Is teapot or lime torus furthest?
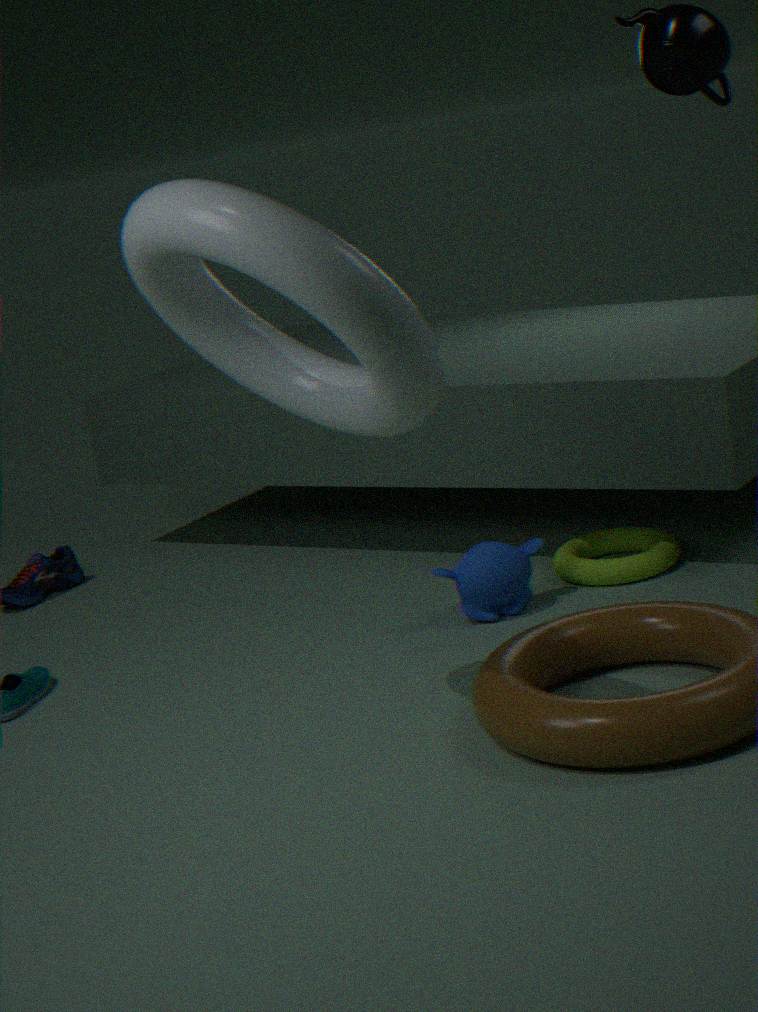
lime torus
